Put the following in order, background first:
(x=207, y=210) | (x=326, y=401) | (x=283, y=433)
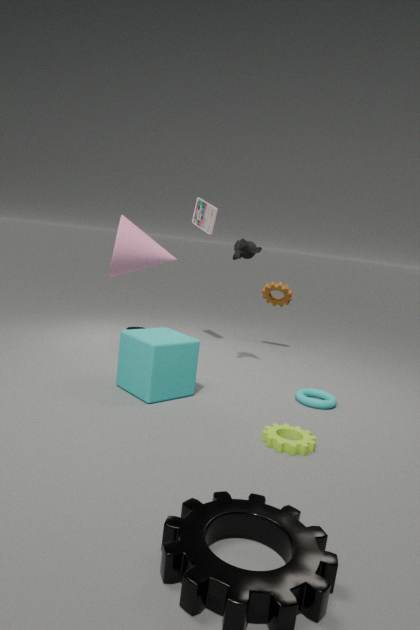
(x=207, y=210) → (x=326, y=401) → (x=283, y=433)
